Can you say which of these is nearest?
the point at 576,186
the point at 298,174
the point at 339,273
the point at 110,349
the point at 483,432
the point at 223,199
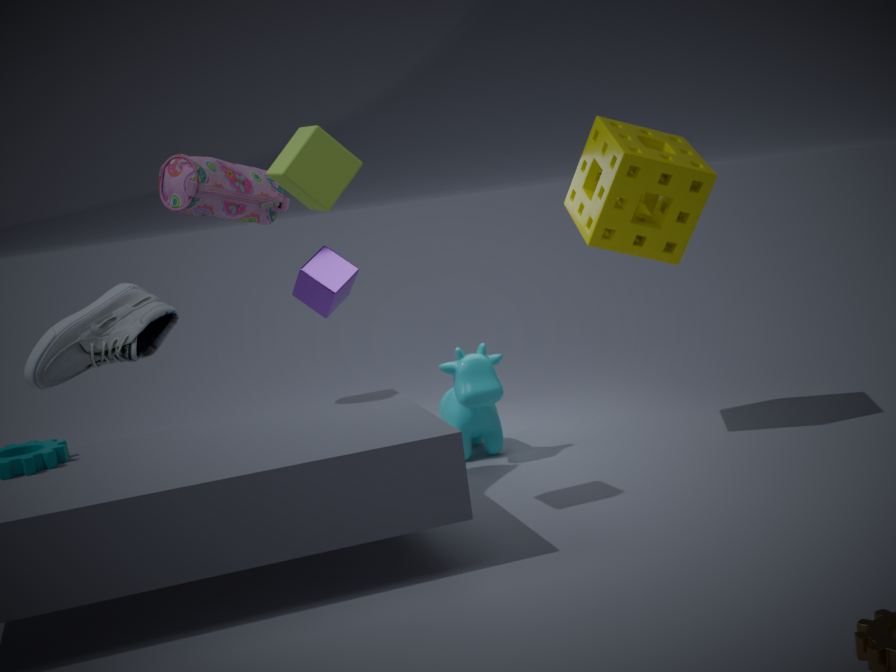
the point at 298,174
